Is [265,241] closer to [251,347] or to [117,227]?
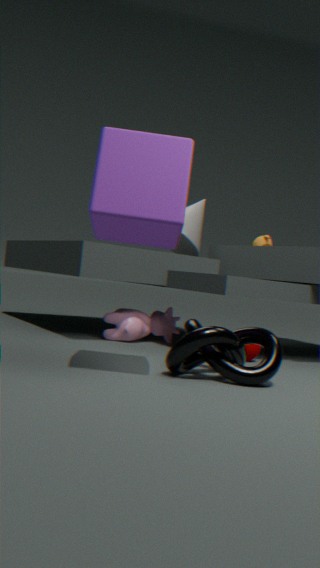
[251,347]
